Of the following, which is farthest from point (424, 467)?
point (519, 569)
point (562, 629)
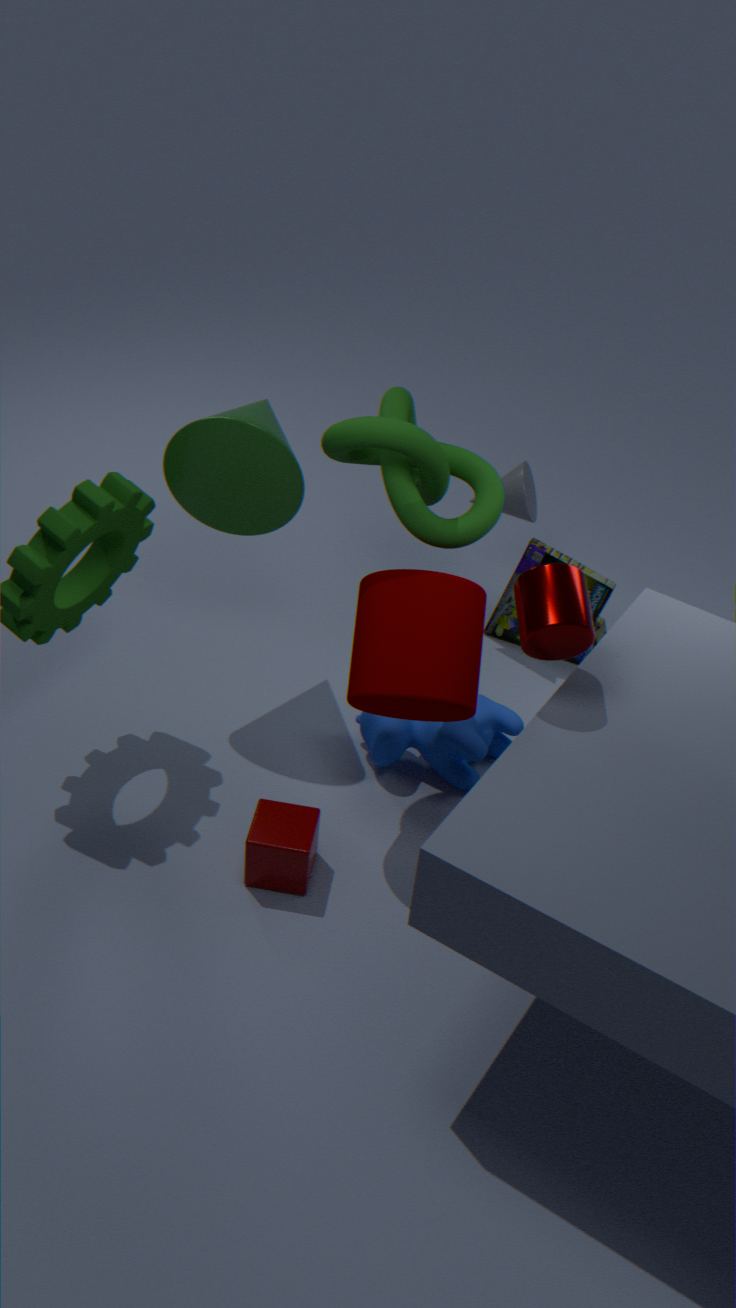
point (519, 569)
